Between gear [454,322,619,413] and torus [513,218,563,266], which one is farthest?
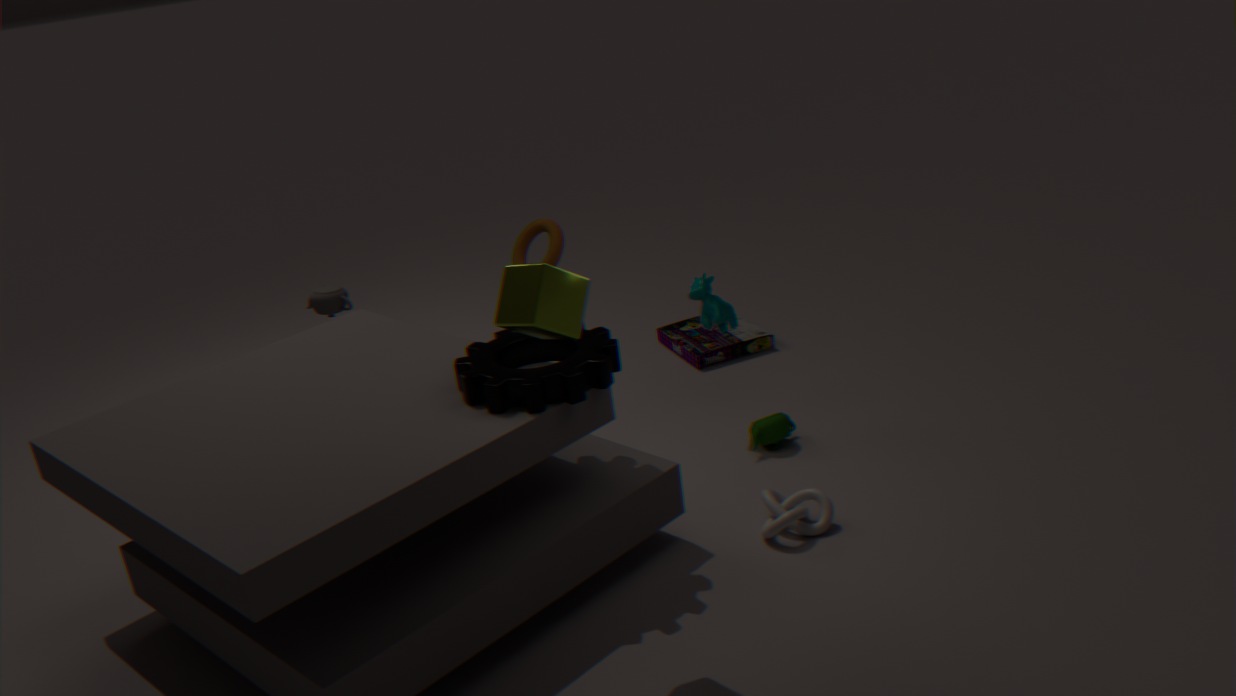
torus [513,218,563,266]
